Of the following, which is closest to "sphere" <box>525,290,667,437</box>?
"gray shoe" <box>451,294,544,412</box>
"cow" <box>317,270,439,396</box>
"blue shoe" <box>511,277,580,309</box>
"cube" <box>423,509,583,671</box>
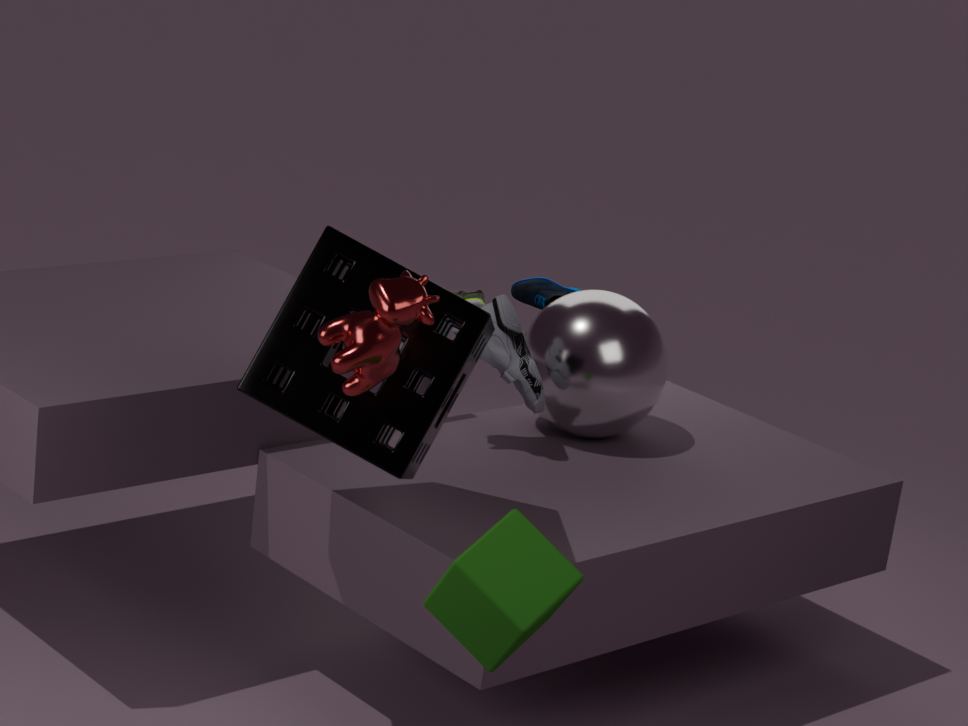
"gray shoe" <box>451,294,544,412</box>
